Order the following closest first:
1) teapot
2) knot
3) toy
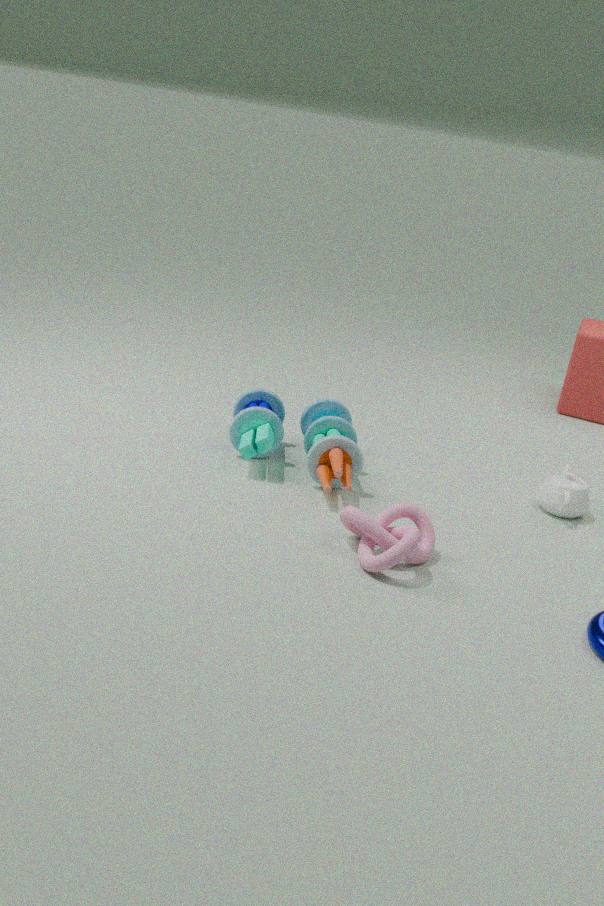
2. knot
3. toy
1. teapot
